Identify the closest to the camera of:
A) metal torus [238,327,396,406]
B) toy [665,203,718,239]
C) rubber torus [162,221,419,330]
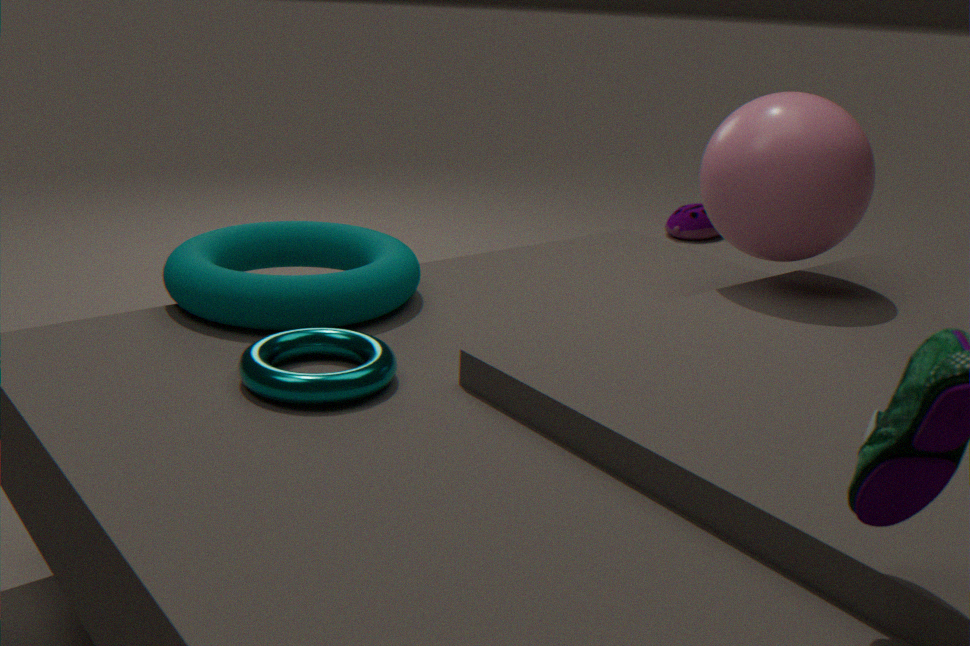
metal torus [238,327,396,406]
